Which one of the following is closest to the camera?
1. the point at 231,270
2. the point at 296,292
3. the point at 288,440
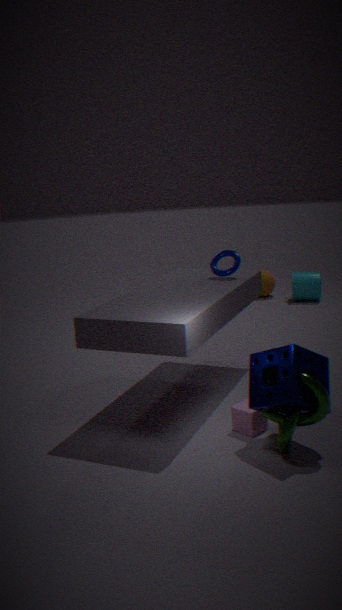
the point at 288,440
